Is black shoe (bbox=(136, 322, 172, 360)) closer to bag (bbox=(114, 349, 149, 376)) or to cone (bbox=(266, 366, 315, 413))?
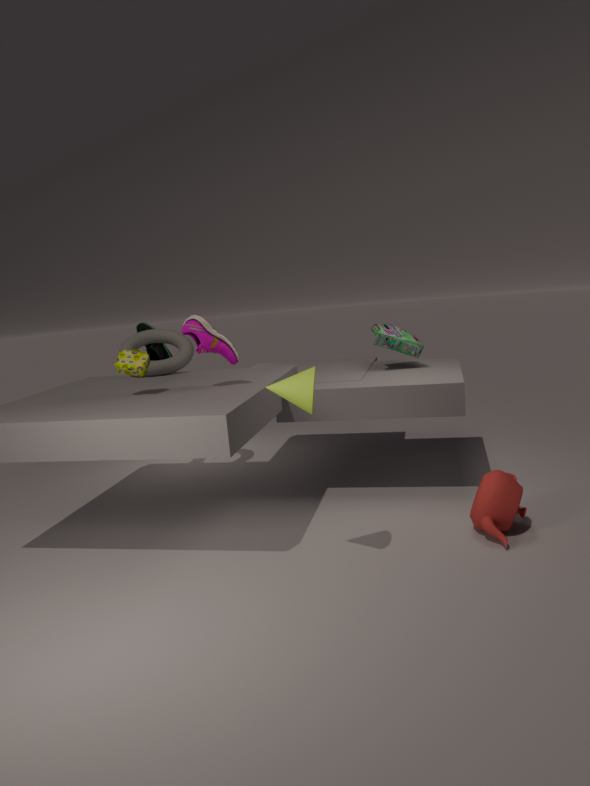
bag (bbox=(114, 349, 149, 376))
